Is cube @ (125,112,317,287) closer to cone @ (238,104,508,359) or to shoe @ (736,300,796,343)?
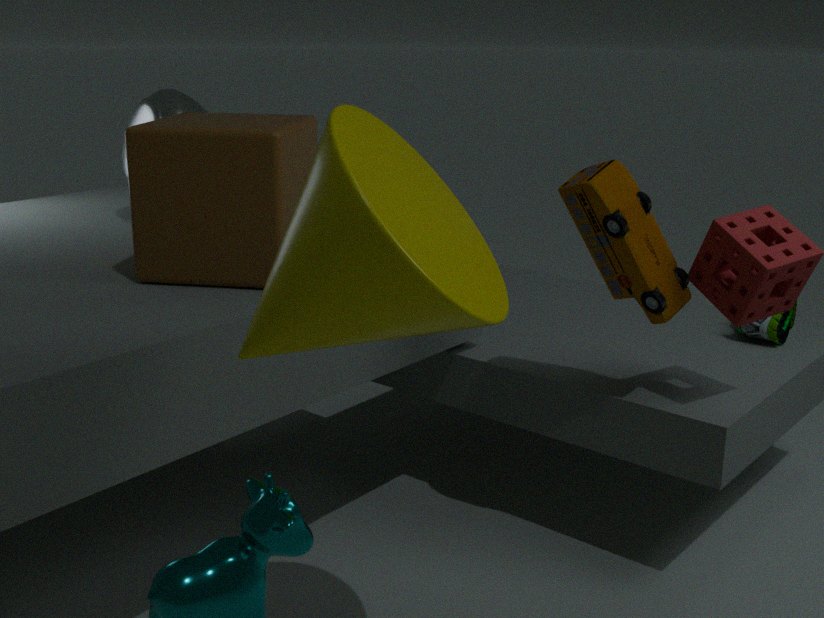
cone @ (238,104,508,359)
